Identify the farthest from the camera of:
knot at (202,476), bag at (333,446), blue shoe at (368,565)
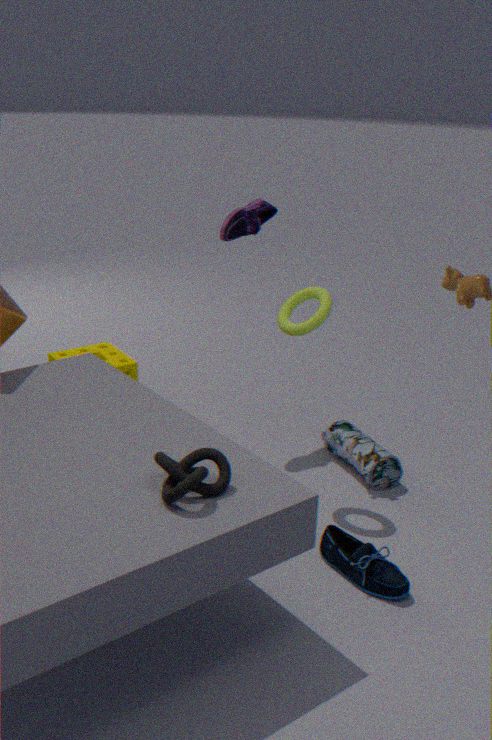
bag at (333,446)
